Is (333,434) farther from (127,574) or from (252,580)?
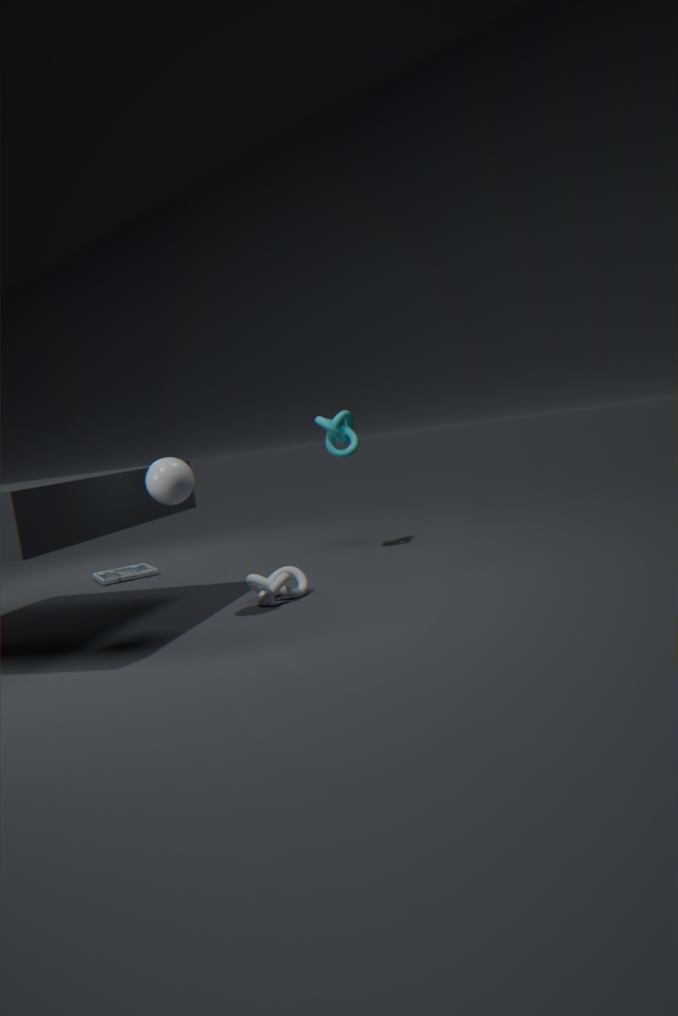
(127,574)
